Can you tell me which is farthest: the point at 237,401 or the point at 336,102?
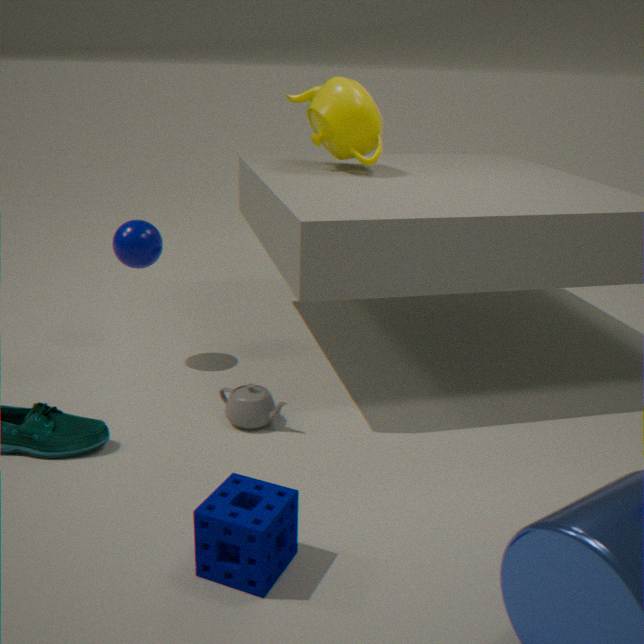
the point at 336,102
